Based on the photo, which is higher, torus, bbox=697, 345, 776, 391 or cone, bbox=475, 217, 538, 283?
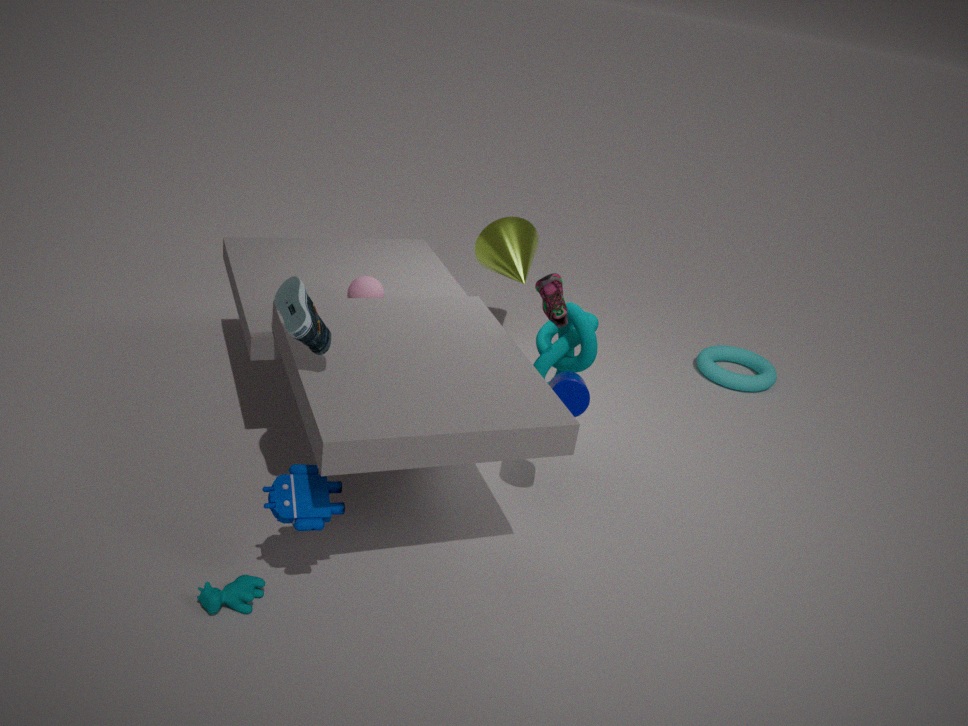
cone, bbox=475, 217, 538, 283
